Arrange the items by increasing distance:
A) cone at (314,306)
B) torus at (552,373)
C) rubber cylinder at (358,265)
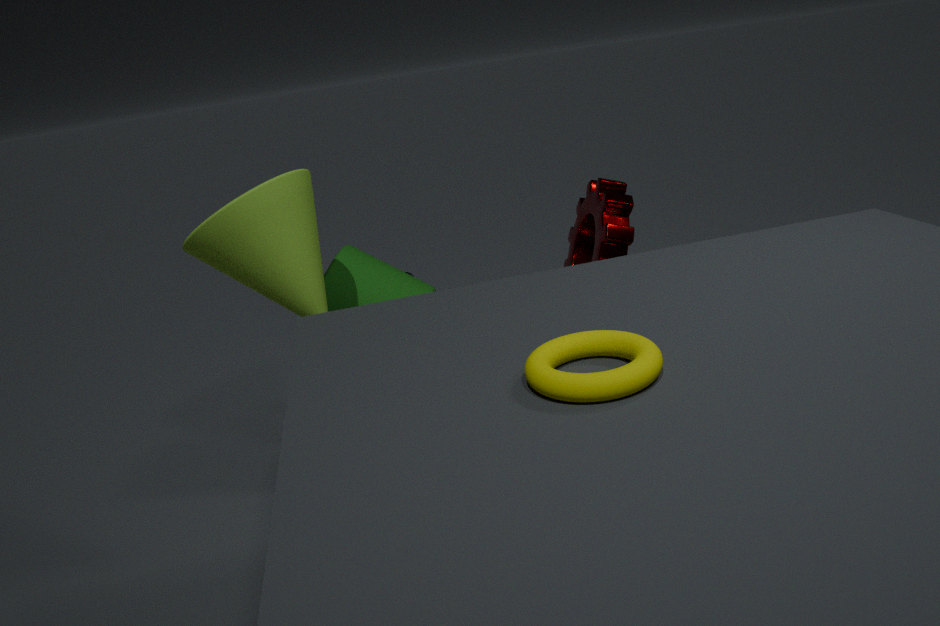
torus at (552,373) → cone at (314,306) → rubber cylinder at (358,265)
